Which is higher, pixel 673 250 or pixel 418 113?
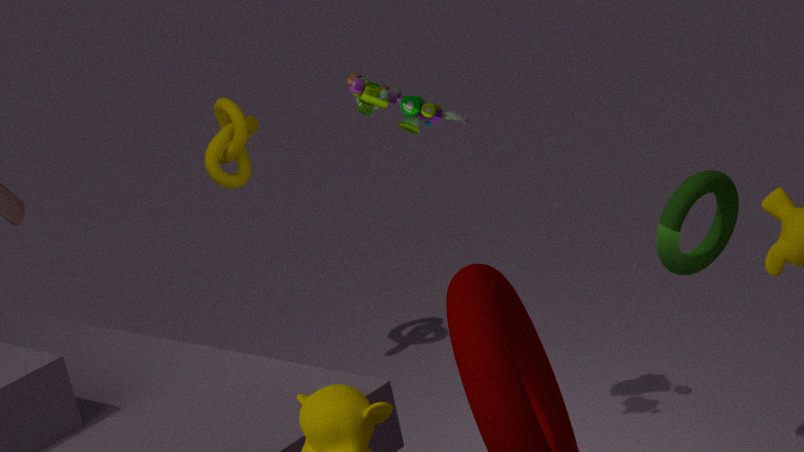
pixel 418 113
